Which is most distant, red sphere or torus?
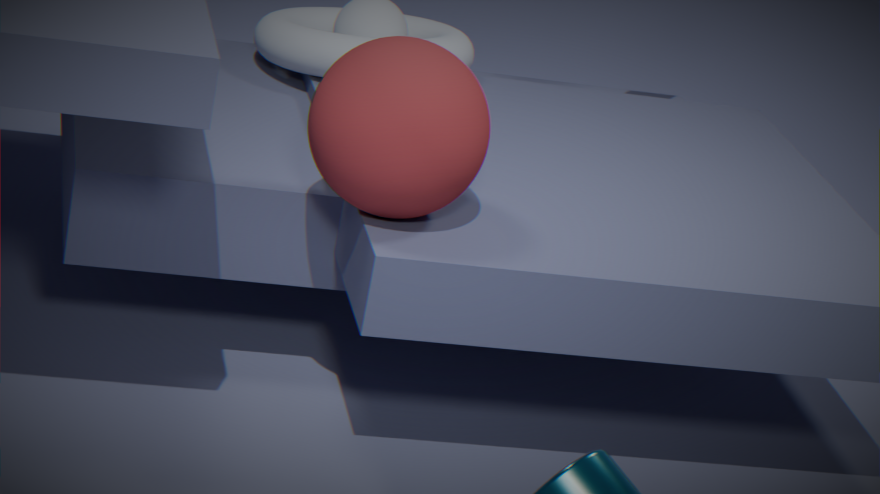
torus
